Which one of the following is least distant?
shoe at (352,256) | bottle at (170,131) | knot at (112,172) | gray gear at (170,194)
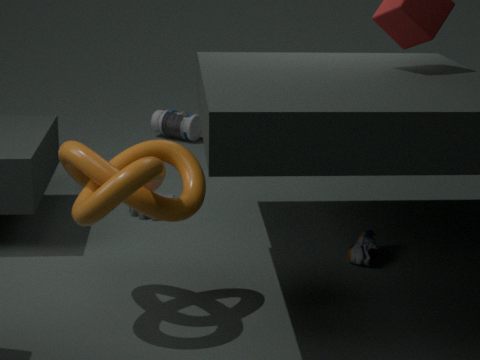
knot at (112,172)
